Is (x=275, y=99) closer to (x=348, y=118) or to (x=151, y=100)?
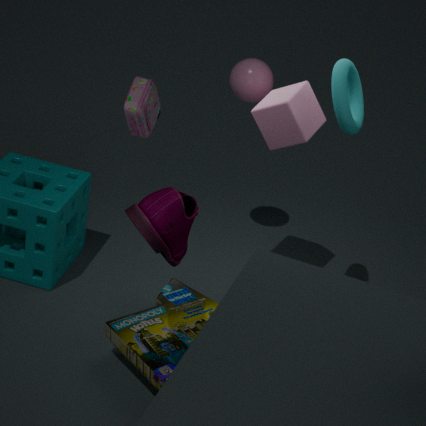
(x=348, y=118)
